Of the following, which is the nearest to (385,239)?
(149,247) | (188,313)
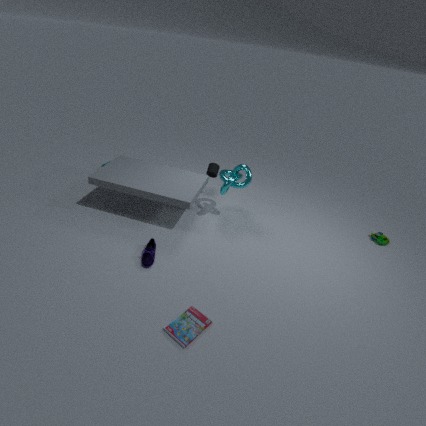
(188,313)
